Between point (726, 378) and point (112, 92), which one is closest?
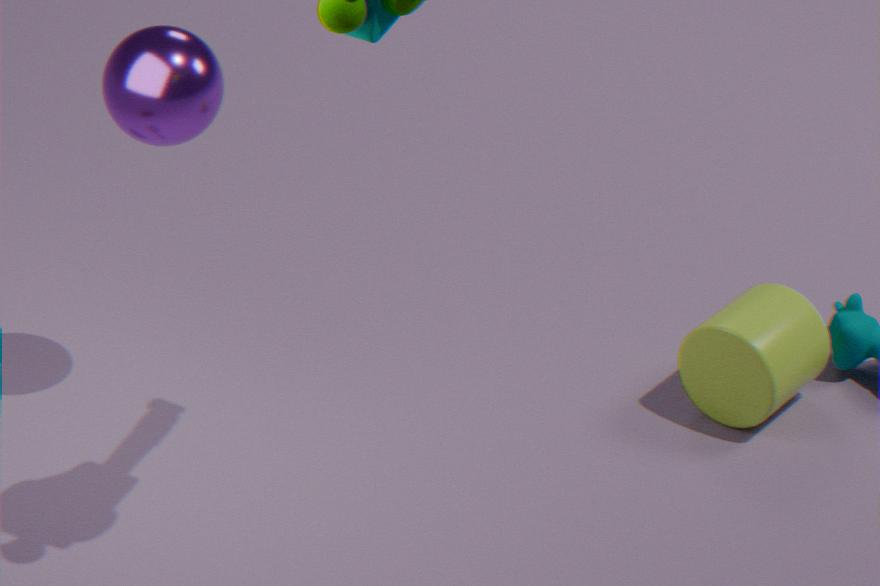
point (112, 92)
